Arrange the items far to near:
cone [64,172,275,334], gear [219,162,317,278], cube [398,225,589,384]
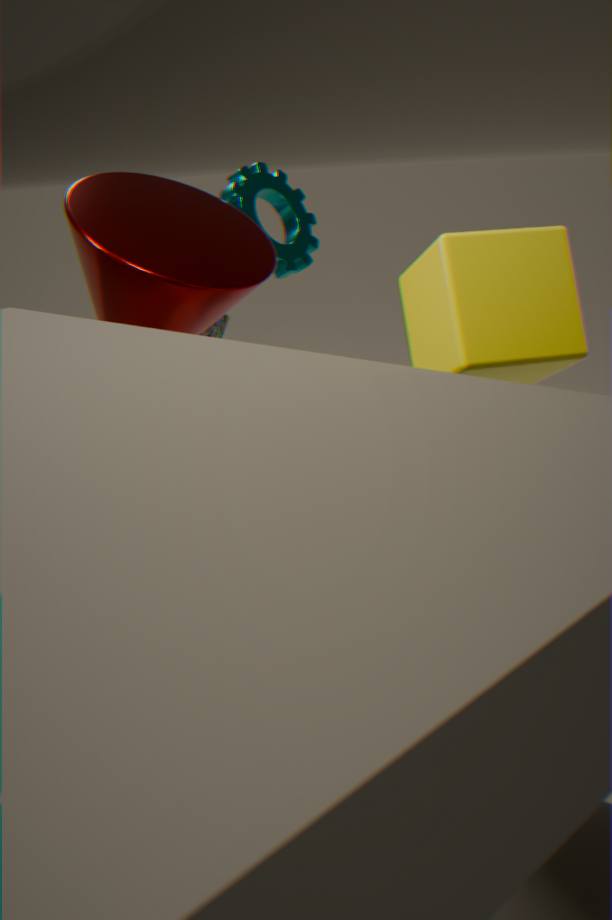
gear [219,162,317,278] < cone [64,172,275,334] < cube [398,225,589,384]
